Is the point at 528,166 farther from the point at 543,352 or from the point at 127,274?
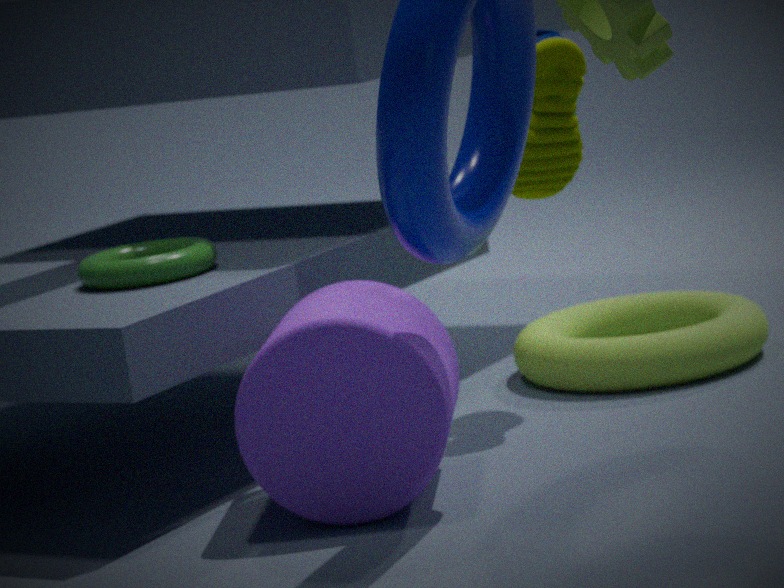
the point at 127,274
